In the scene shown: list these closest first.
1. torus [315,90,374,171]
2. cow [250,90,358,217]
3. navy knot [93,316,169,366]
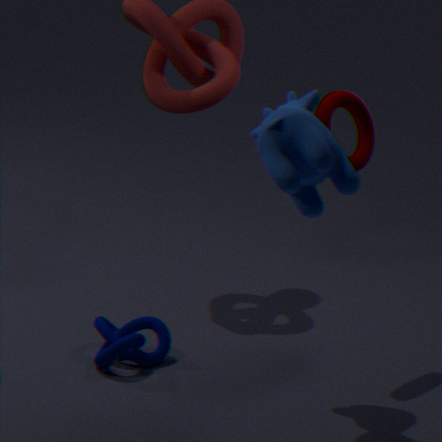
cow [250,90,358,217] → torus [315,90,374,171] → navy knot [93,316,169,366]
